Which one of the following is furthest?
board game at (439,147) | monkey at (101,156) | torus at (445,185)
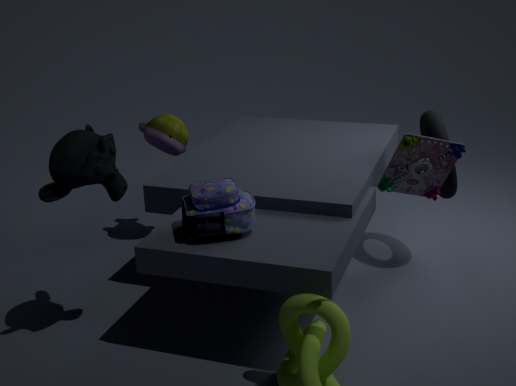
torus at (445,185)
